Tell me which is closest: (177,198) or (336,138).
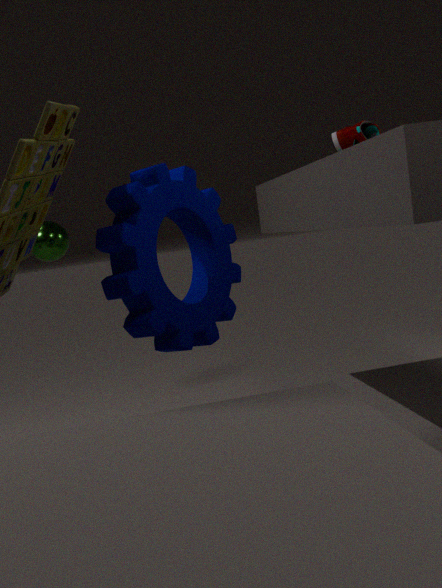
(177,198)
